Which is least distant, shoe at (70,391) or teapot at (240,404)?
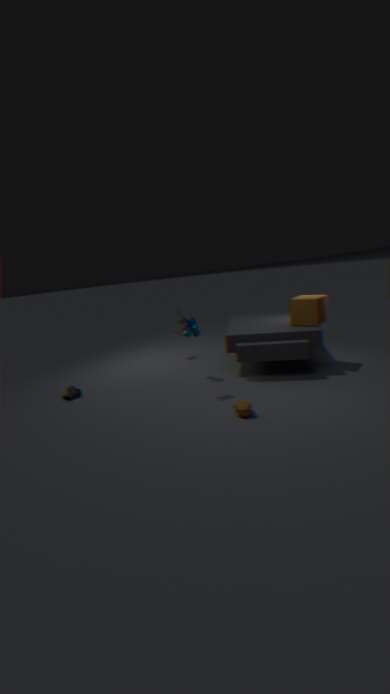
teapot at (240,404)
